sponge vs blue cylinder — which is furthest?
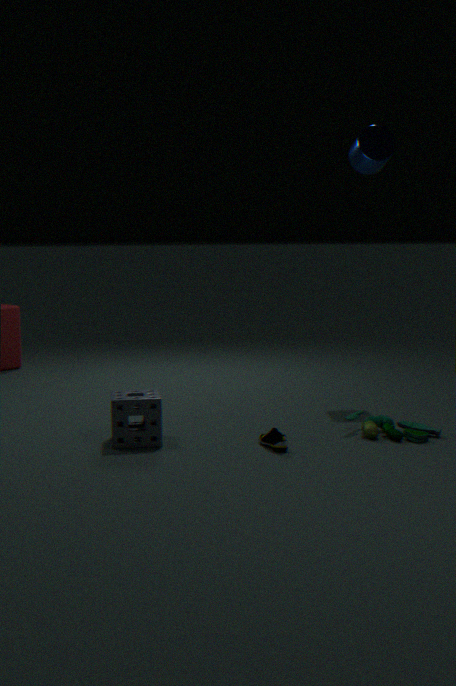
blue cylinder
